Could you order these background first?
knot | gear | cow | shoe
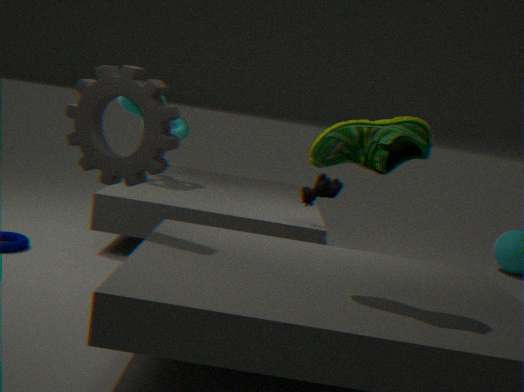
knot
cow
gear
shoe
